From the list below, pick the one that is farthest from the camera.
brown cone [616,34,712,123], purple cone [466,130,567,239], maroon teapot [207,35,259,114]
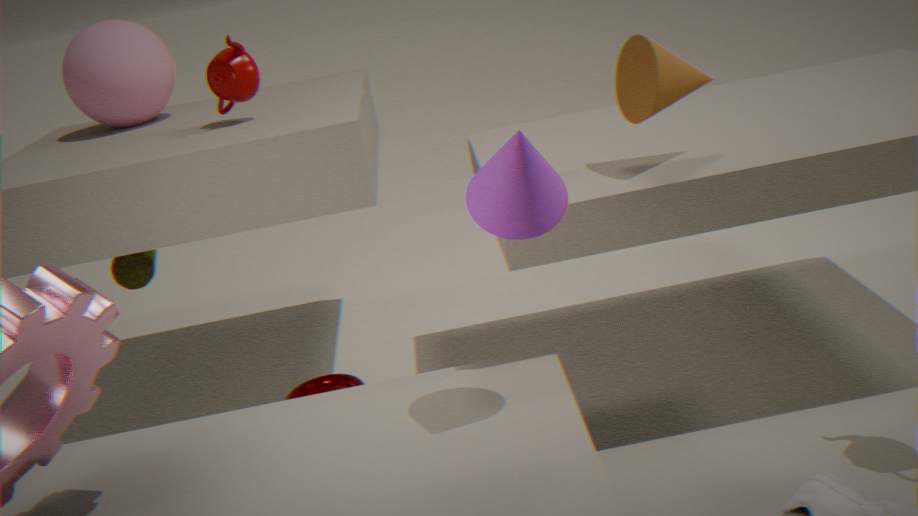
maroon teapot [207,35,259,114]
